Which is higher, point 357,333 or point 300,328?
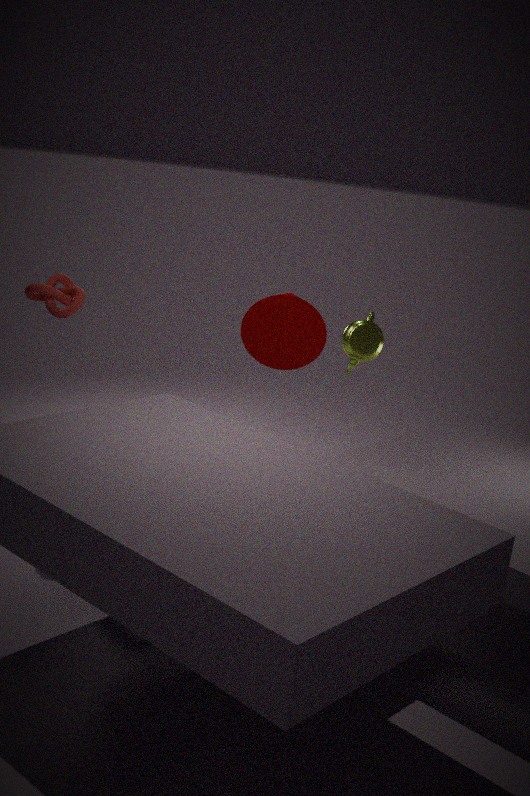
point 357,333
